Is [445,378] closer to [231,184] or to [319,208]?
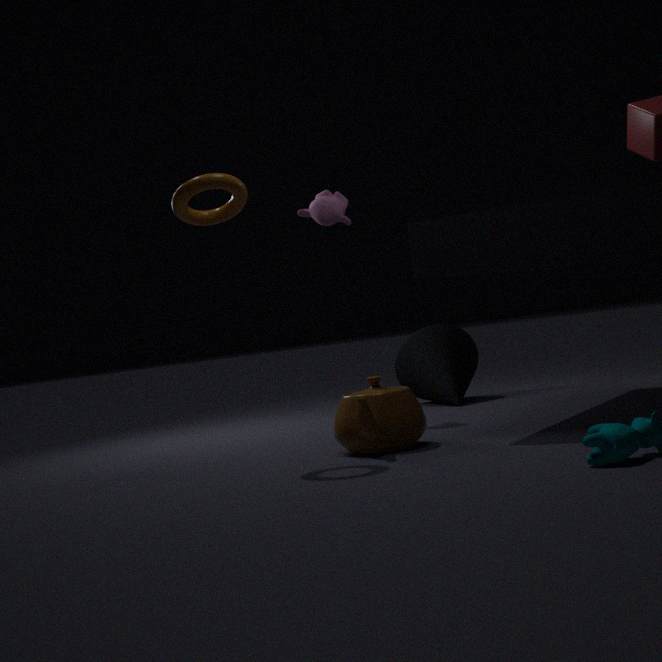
[319,208]
